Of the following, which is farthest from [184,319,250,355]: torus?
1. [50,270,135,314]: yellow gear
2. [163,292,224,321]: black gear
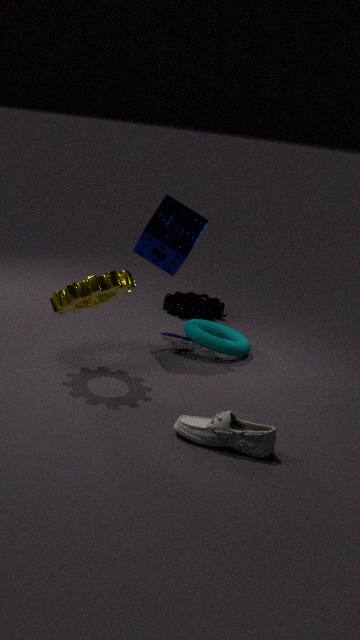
[50,270,135,314]: yellow gear
